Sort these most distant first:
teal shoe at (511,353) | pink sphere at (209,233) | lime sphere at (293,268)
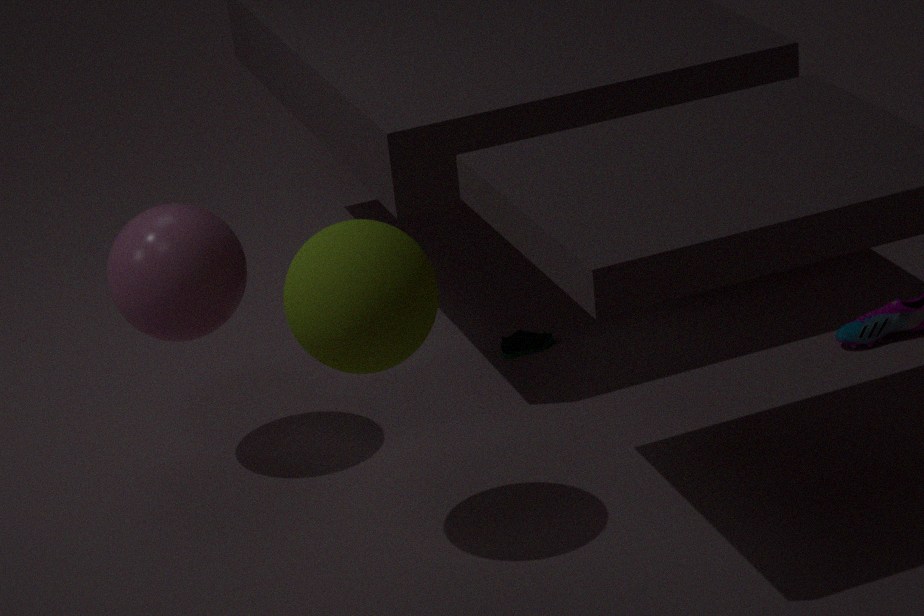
teal shoe at (511,353)
pink sphere at (209,233)
lime sphere at (293,268)
